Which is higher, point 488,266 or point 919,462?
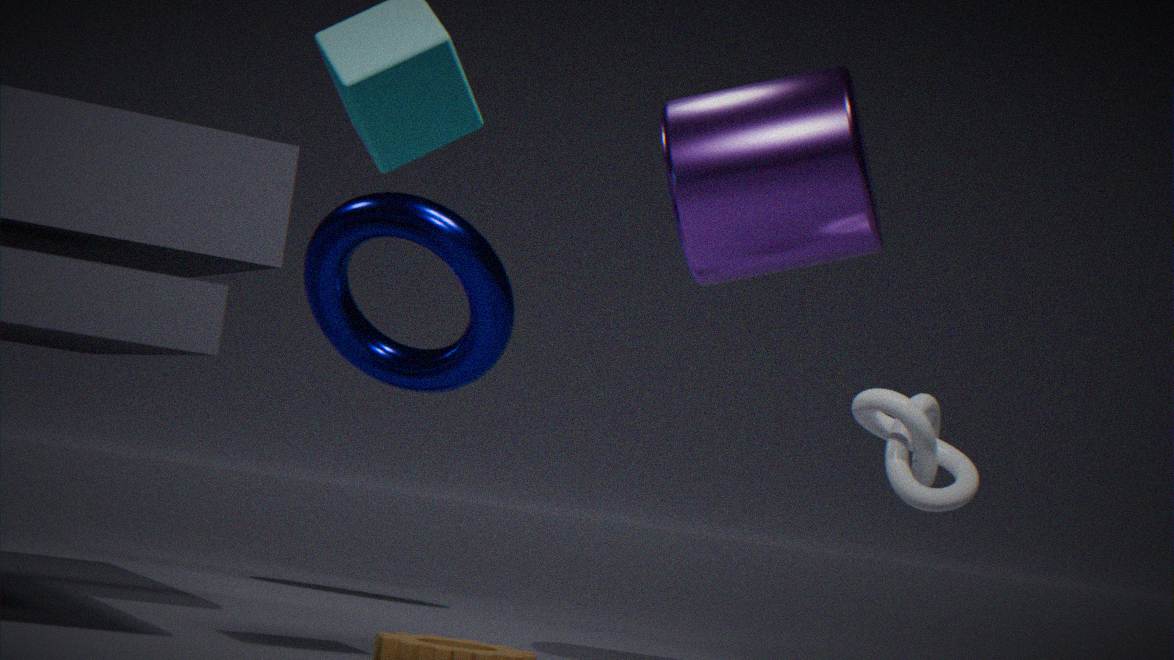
point 488,266
